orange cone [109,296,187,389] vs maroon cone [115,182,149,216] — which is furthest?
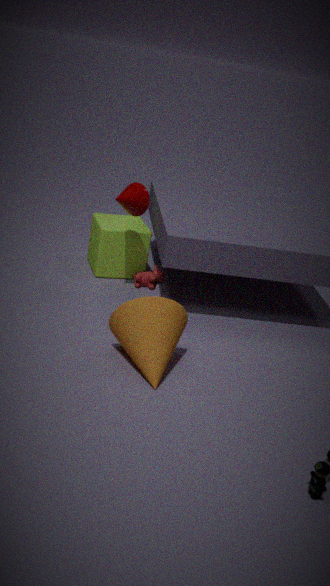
maroon cone [115,182,149,216]
